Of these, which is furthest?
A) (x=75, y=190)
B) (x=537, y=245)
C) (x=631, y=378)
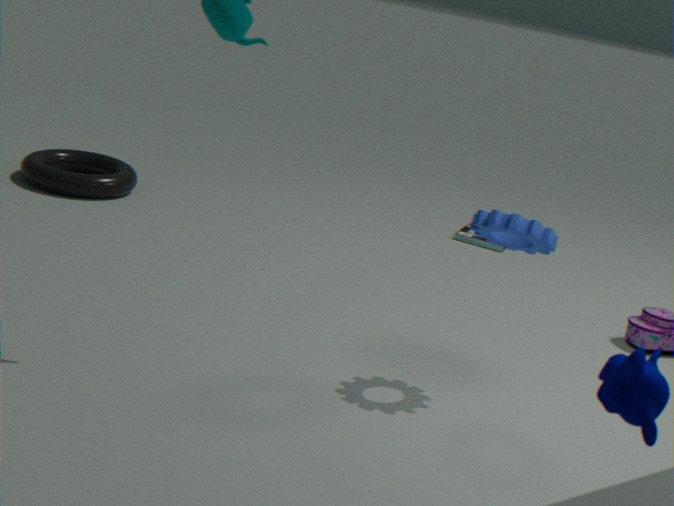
(x=75, y=190)
